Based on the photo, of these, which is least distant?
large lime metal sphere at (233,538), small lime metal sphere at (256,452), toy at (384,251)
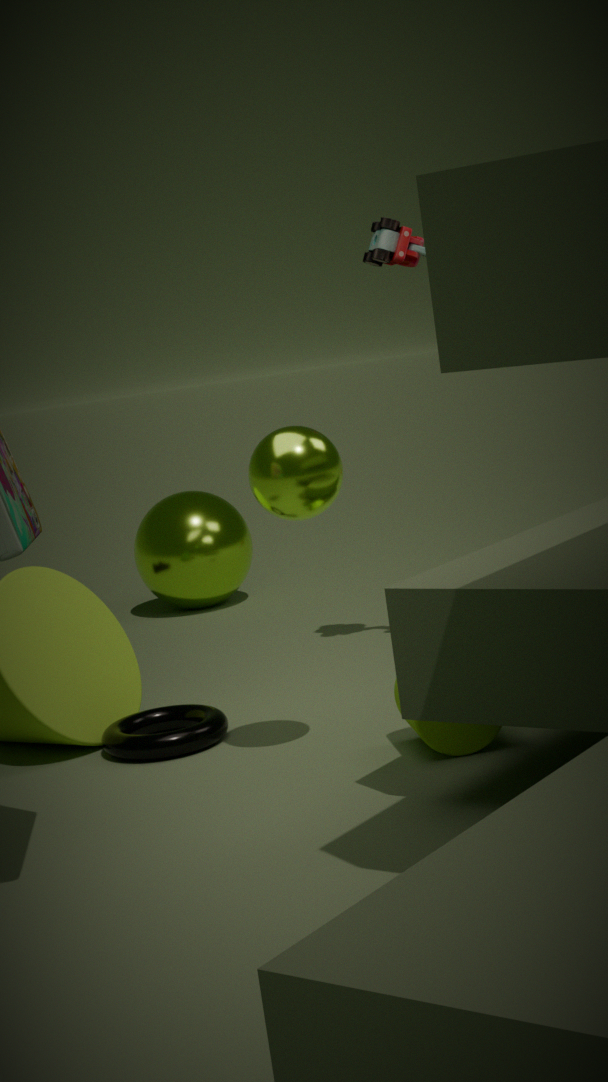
small lime metal sphere at (256,452)
